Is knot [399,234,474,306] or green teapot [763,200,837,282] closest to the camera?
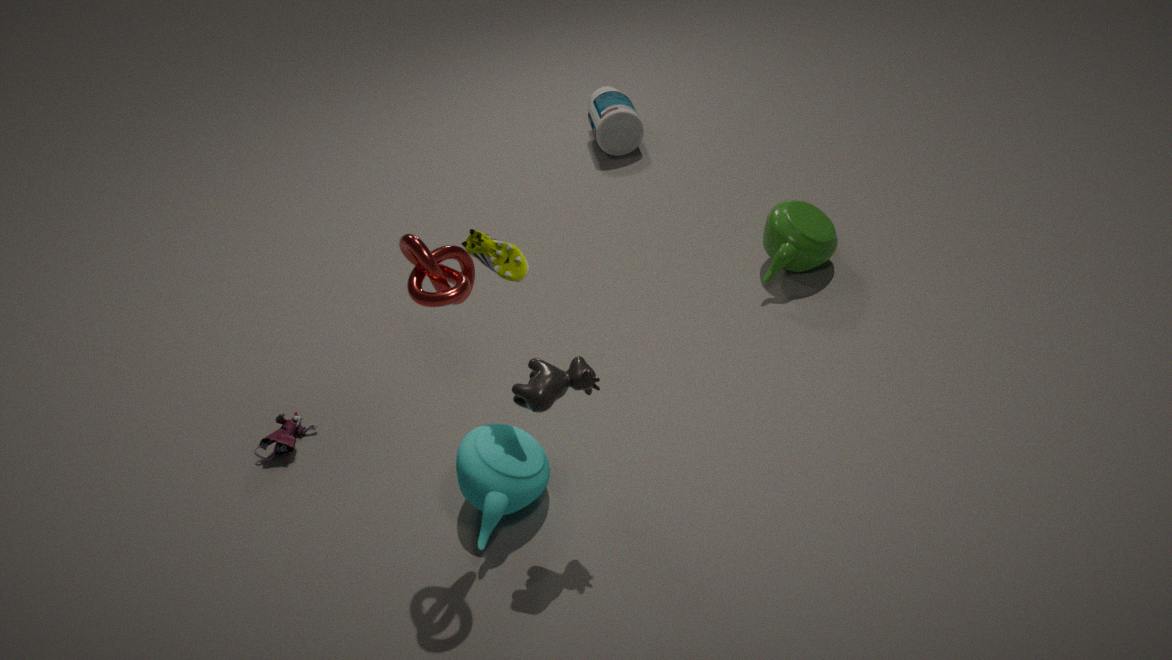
knot [399,234,474,306]
